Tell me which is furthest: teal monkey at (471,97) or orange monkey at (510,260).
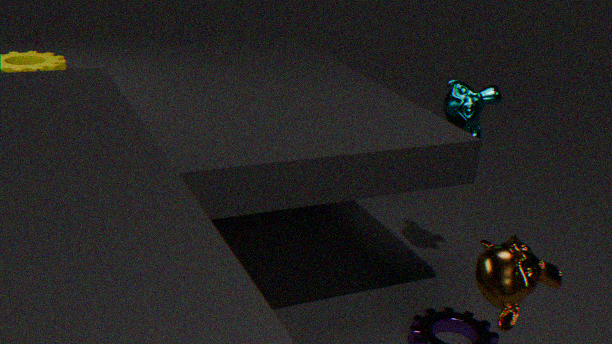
teal monkey at (471,97)
